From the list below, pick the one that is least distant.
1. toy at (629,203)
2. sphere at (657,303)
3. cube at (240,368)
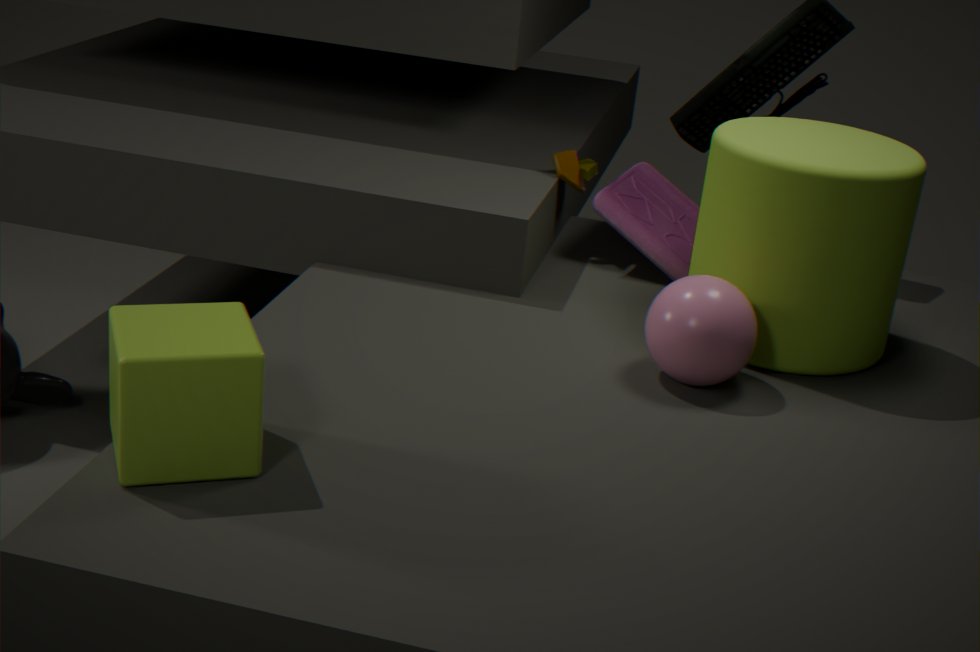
cube at (240,368)
